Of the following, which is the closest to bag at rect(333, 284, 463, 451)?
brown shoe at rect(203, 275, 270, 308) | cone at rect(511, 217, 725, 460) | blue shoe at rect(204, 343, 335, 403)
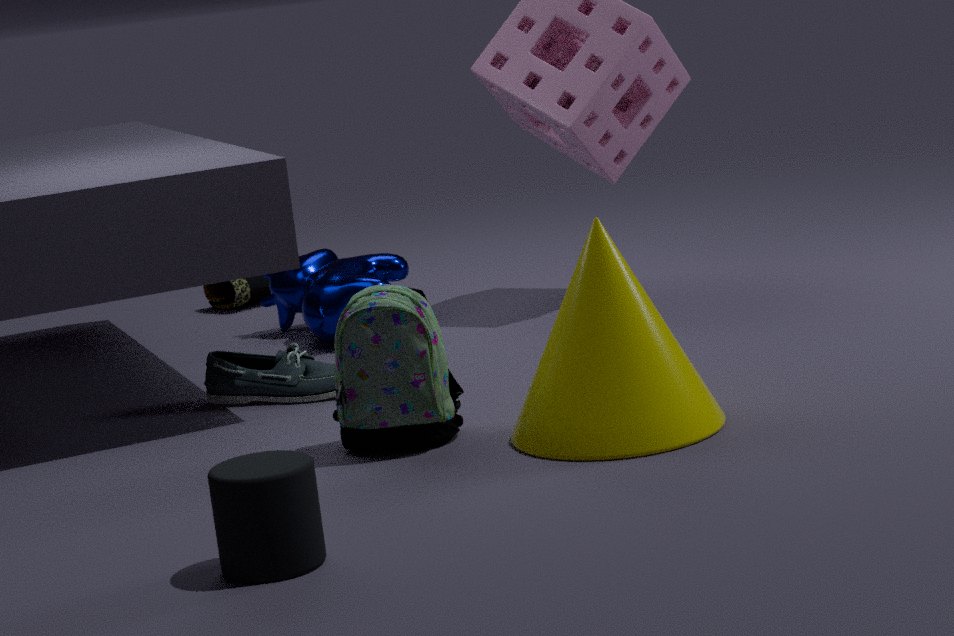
cone at rect(511, 217, 725, 460)
